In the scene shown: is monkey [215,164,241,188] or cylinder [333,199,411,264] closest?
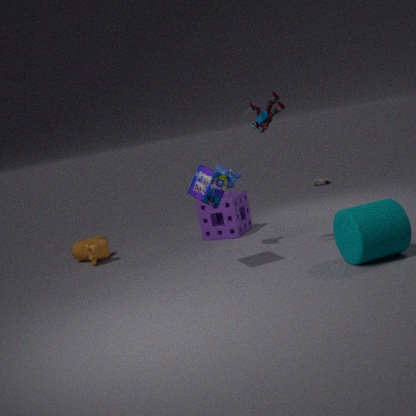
cylinder [333,199,411,264]
